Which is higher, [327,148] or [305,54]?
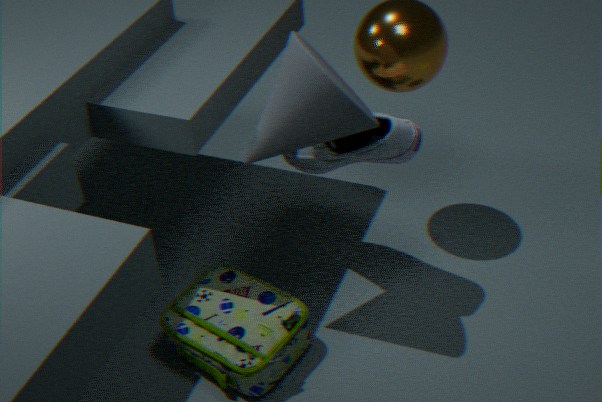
[305,54]
